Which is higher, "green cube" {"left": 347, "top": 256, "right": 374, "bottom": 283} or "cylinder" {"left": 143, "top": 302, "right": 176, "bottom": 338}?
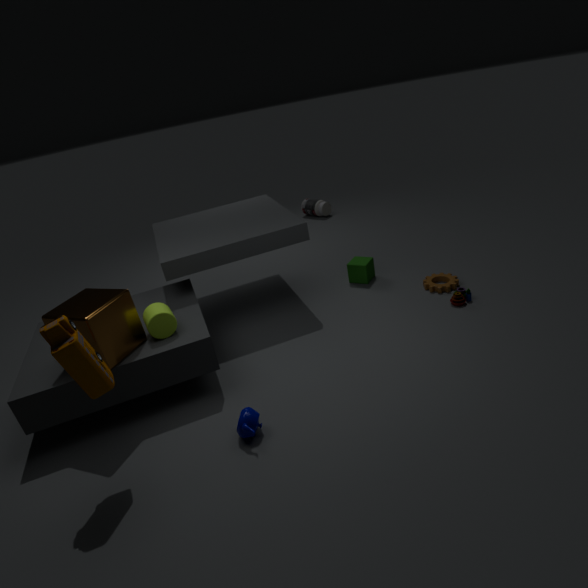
"cylinder" {"left": 143, "top": 302, "right": 176, "bottom": 338}
